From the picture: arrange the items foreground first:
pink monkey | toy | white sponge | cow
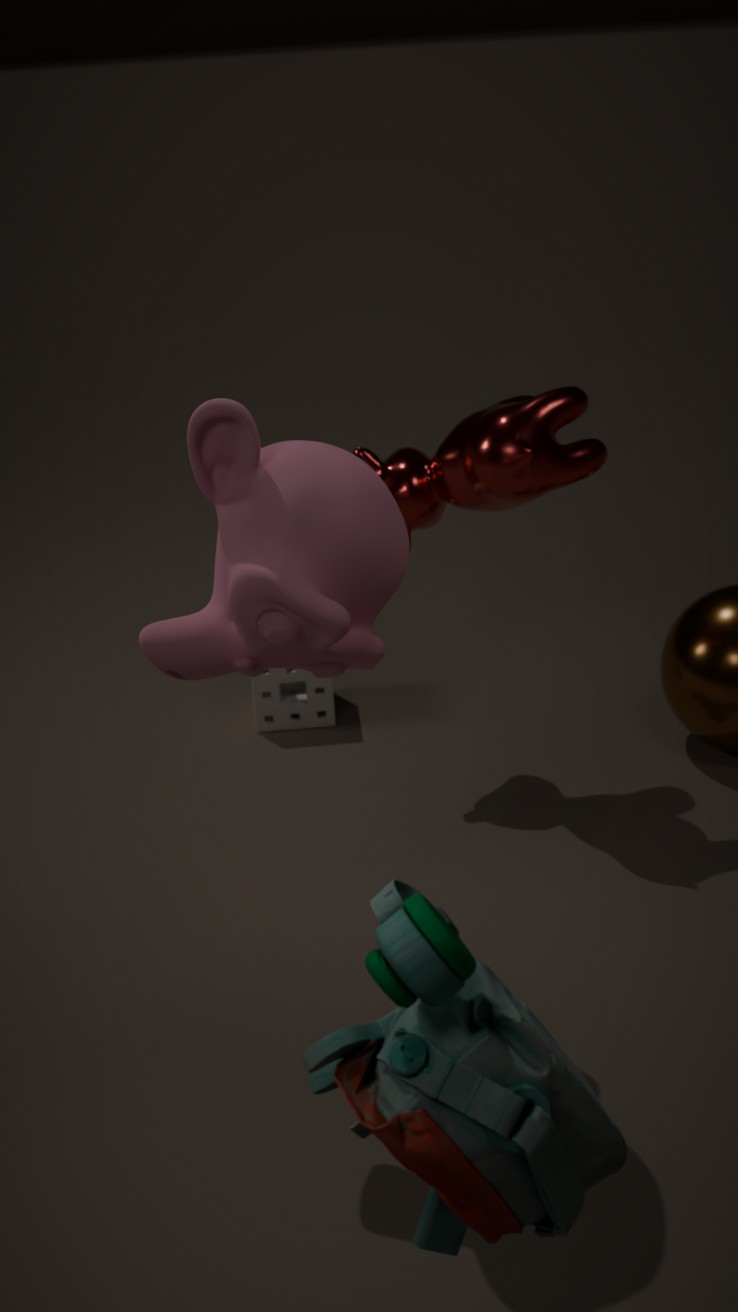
toy < pink monkey < cow < white sponge
